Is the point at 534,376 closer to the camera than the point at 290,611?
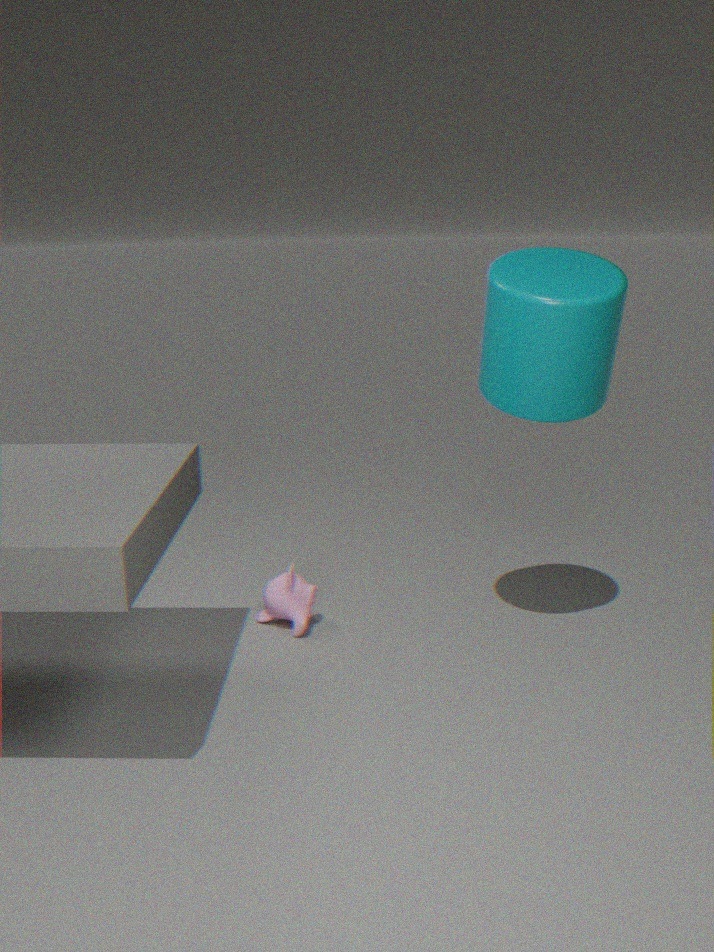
Yes
